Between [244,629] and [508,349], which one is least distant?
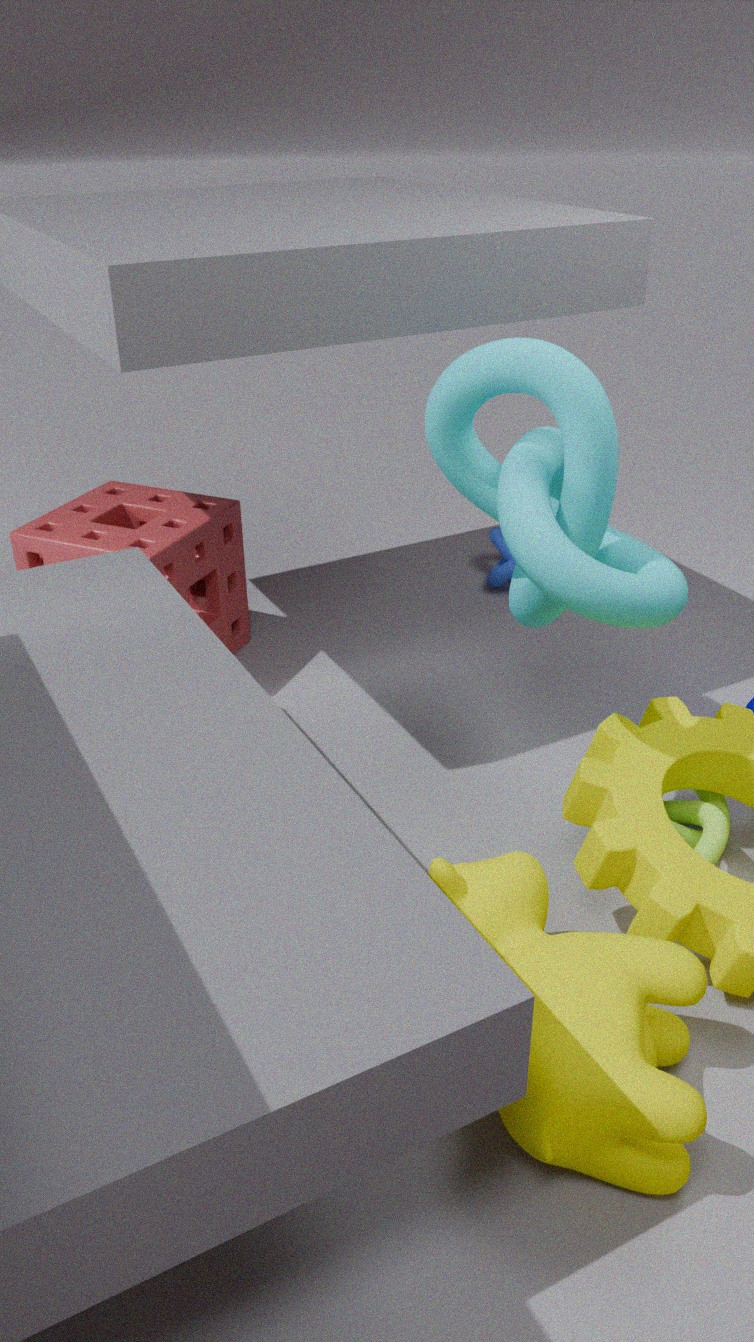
[508,349]
